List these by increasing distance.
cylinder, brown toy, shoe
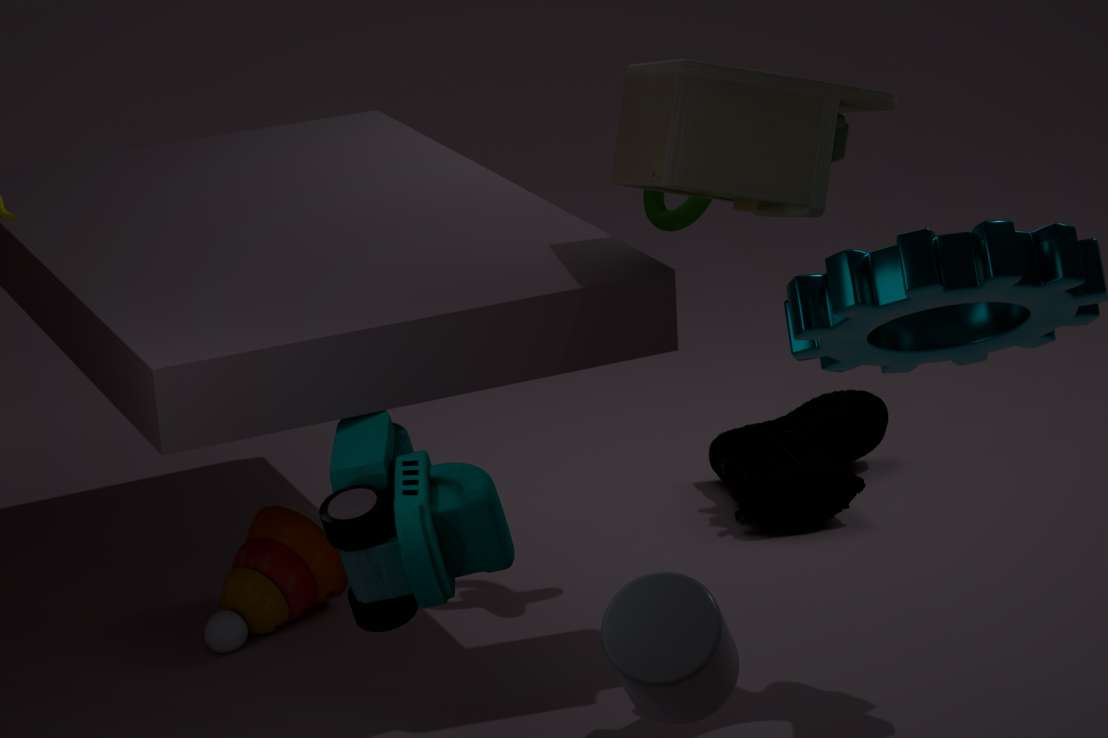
1. cylinder
2. brown toy
3. shoe
